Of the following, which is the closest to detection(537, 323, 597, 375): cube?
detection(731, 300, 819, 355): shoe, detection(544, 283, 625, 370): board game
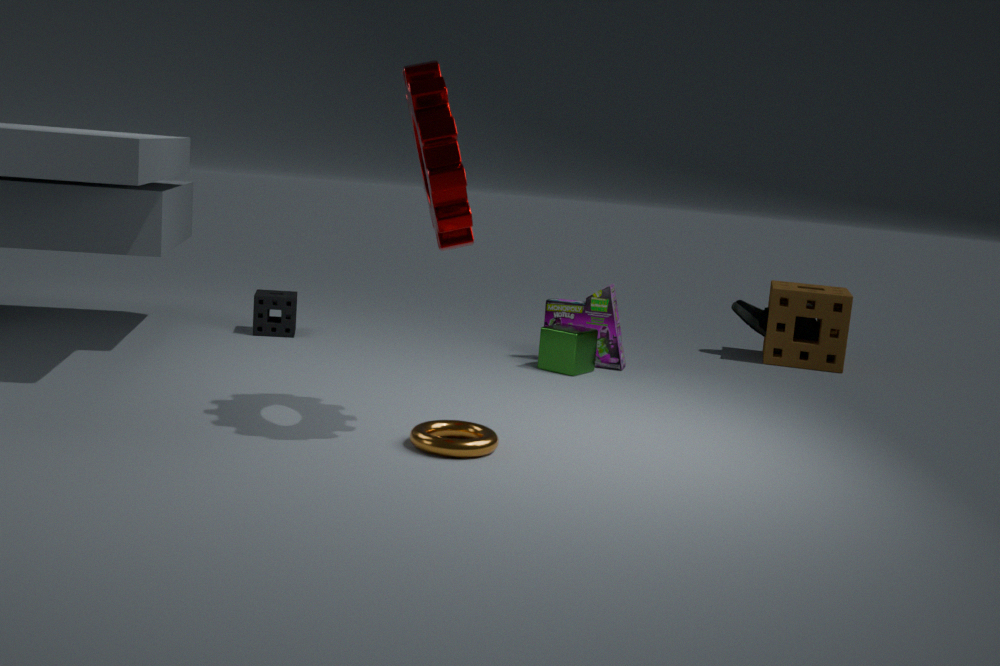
detection(544, 283, 625, 370): board game
